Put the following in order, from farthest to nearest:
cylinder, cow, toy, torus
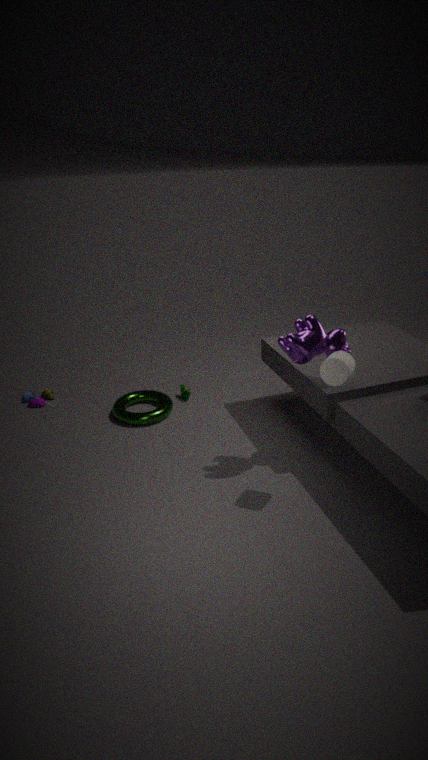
toy
torus
cow
cylinder
